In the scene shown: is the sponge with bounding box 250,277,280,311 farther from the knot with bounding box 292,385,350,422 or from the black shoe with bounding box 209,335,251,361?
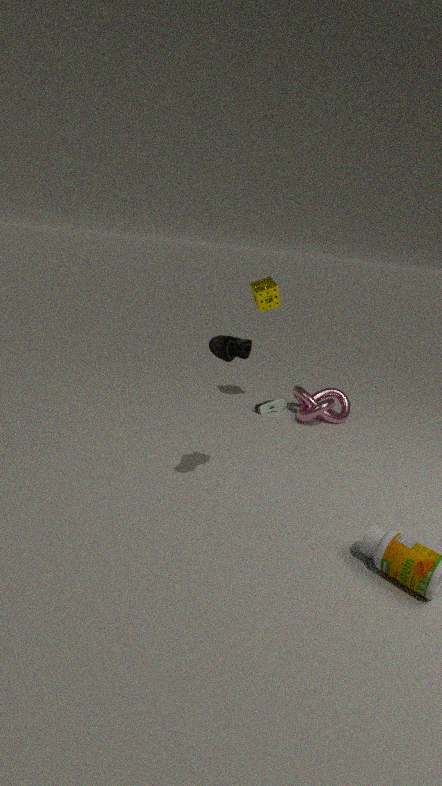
the black shoe with bounding box 209,335,251,361
